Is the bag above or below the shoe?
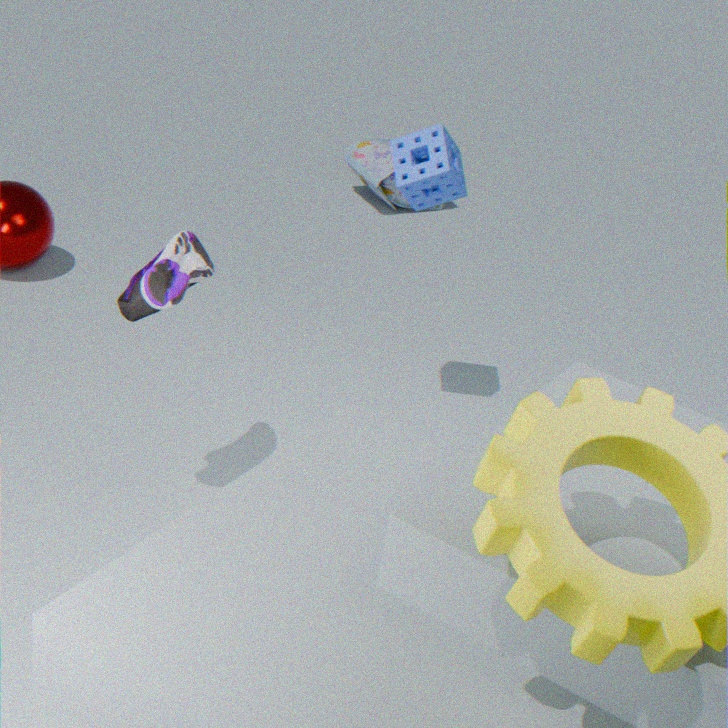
below
